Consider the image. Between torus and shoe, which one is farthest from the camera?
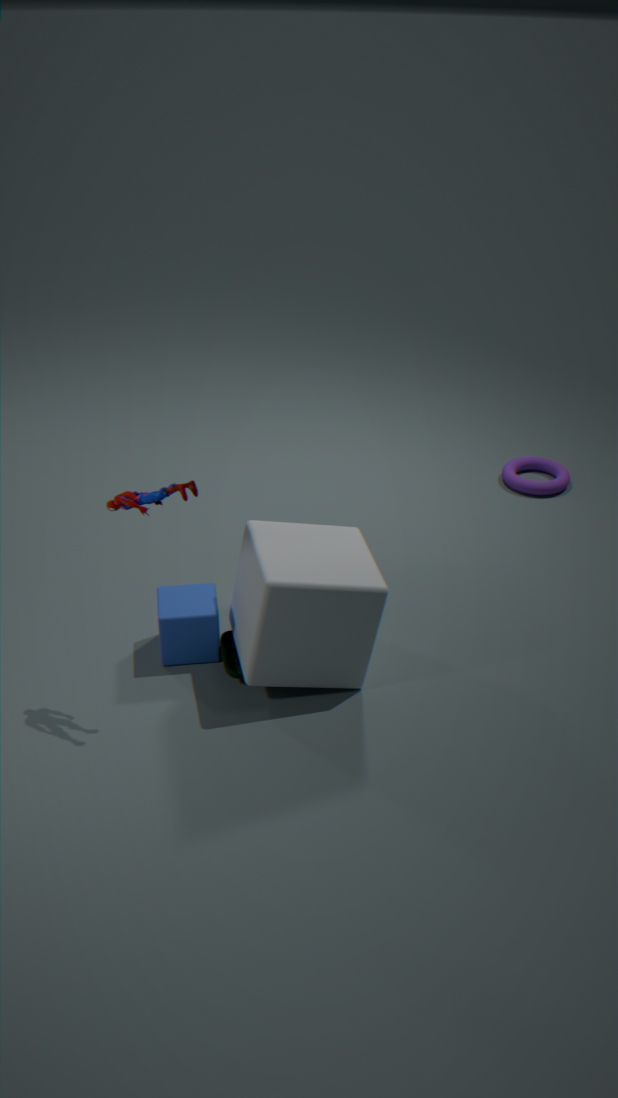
torus
